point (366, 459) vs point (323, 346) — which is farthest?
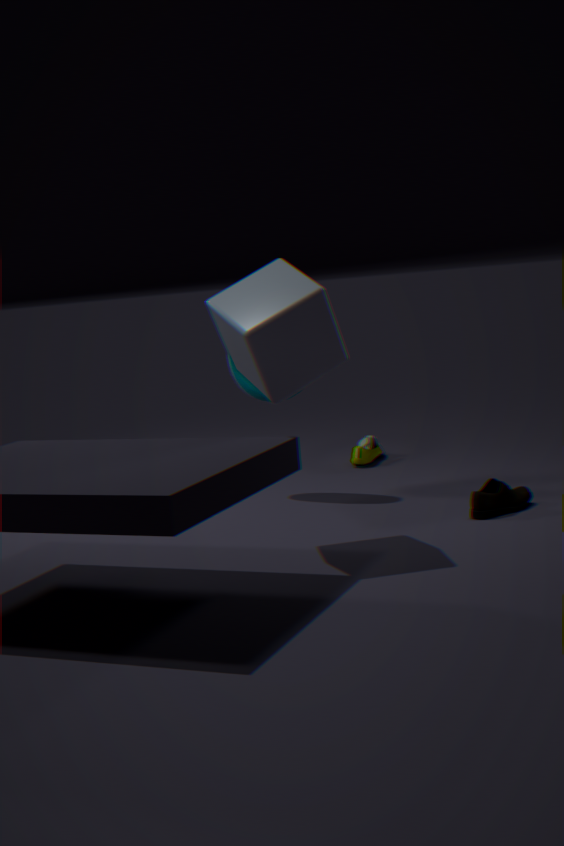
point (366, 459)
